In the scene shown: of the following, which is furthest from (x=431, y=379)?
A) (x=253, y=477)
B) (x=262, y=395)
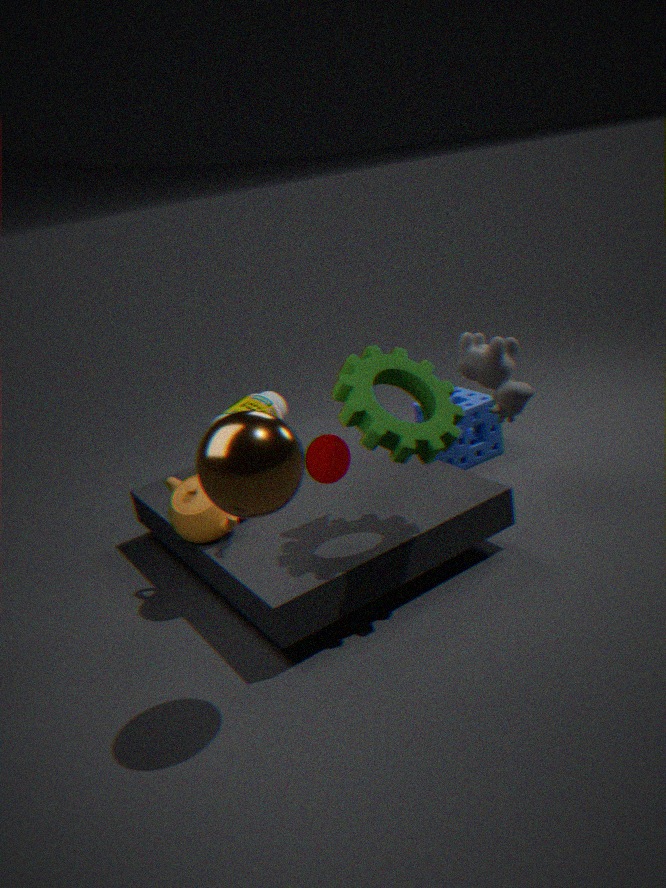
(x=262, y=395)
